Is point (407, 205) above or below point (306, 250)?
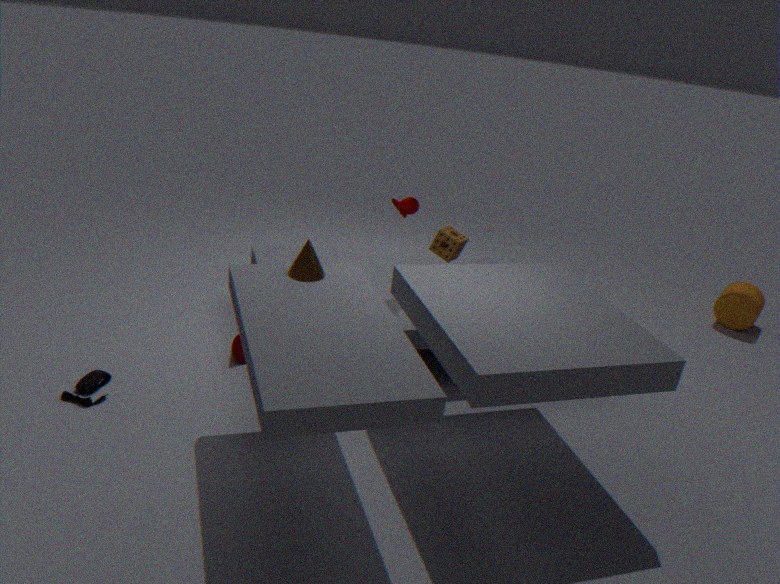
above
